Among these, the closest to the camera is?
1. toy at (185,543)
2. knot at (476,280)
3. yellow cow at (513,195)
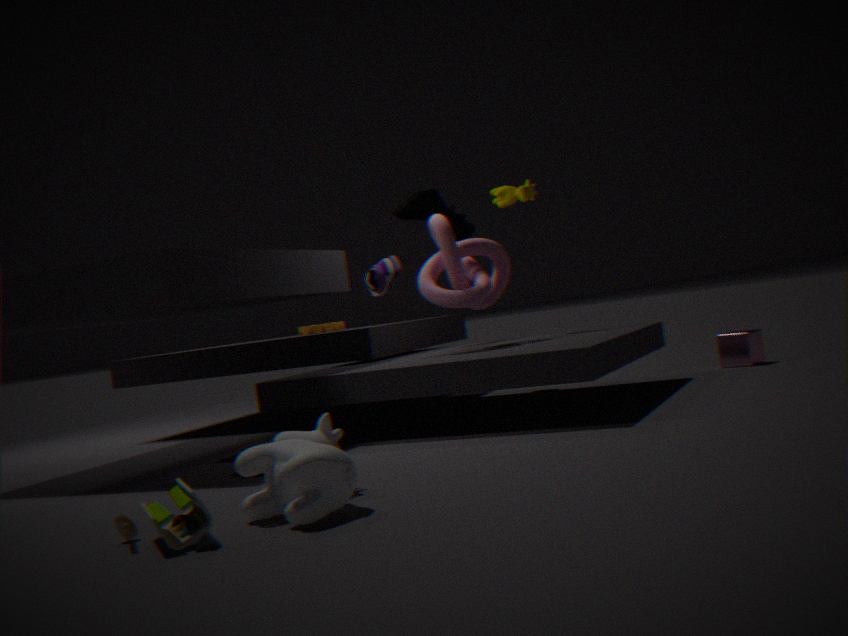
toy at (185,543)
